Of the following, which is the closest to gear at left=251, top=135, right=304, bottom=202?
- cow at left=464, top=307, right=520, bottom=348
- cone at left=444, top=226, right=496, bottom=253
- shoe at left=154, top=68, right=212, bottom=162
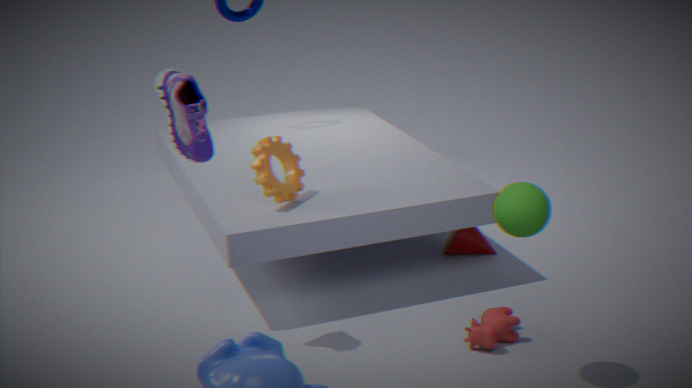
shoe at left=154, top=68, right=212, bottom=162
